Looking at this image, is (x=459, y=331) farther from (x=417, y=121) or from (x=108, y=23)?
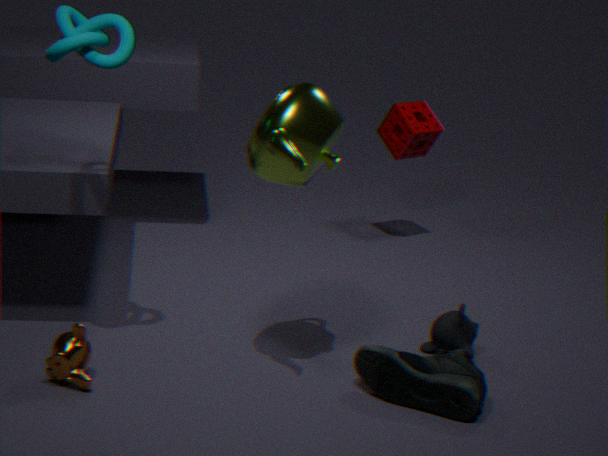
(x=108, y=23)
